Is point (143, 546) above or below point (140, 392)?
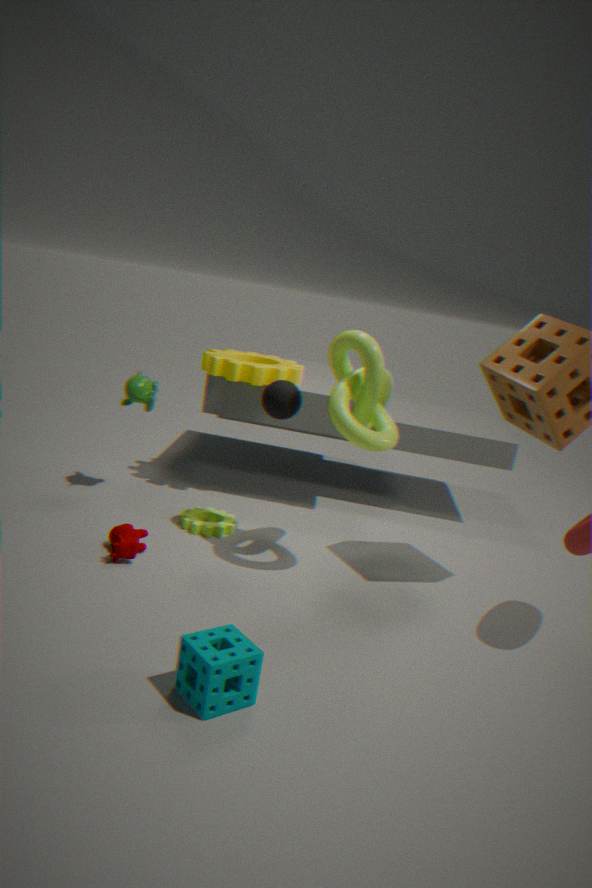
below
